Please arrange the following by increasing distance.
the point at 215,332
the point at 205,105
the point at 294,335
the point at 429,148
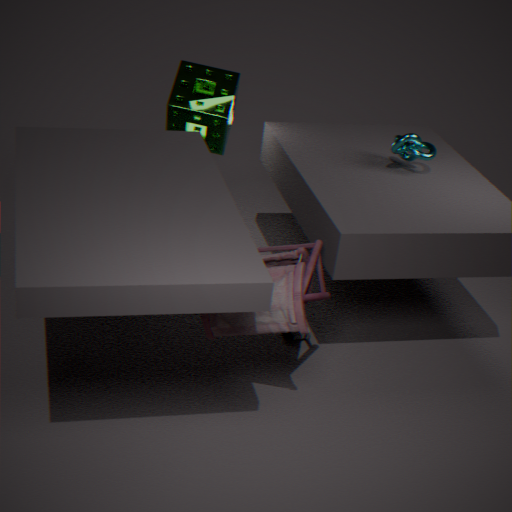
the point at 215,332 → the point at 294,335 → the point at 429,148 → the point at 205,105
